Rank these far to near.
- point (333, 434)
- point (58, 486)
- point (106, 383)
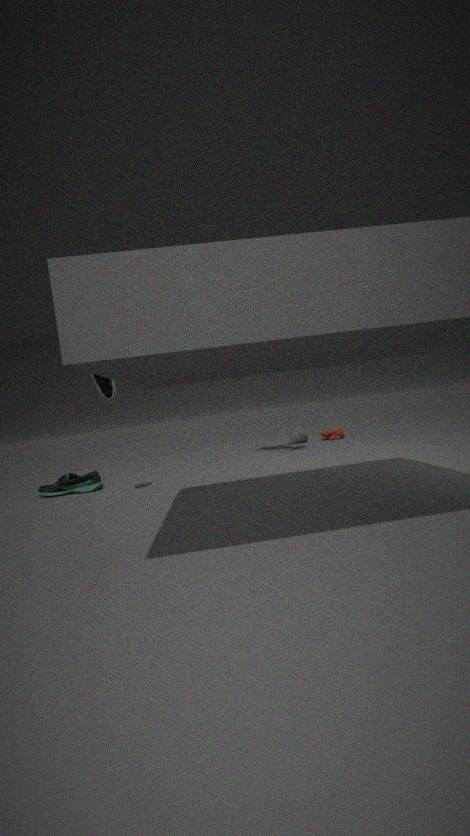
point (333, 434) < point (58, 486) < point (106, 383)
